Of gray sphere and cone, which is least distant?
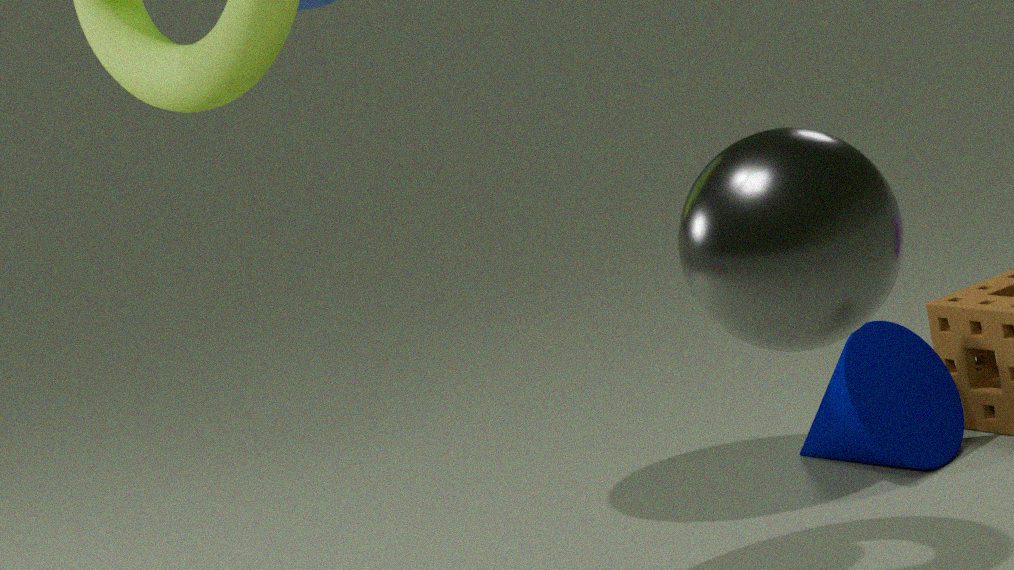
gray sphere
